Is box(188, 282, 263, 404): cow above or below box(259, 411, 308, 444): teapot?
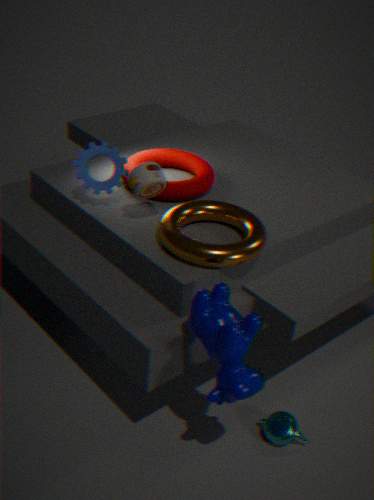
above
